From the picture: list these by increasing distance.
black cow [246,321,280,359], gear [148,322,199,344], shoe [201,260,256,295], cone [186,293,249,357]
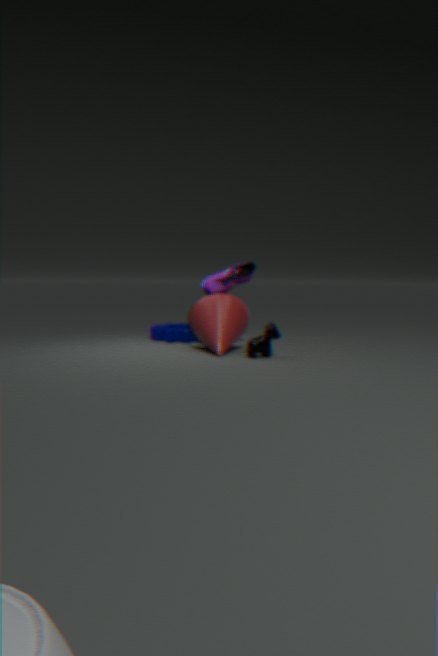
black cow [246,321,280,359], cone [186,293,249,357], shoe [201,260,256,295], gear [148,322,199,344]
